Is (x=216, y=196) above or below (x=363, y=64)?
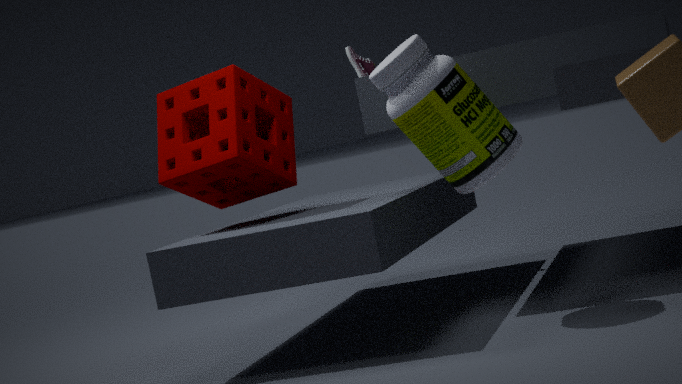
below
